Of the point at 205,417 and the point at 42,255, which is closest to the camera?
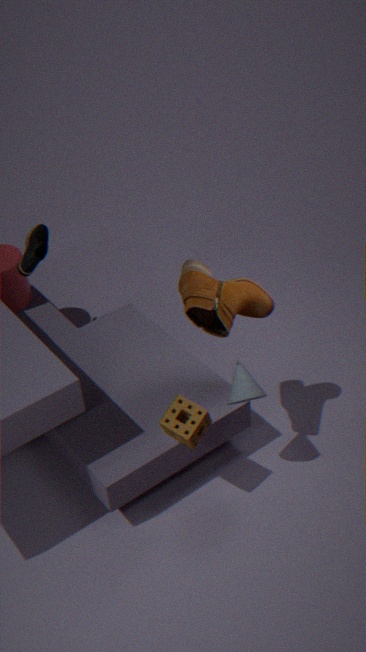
the point at 205,417
